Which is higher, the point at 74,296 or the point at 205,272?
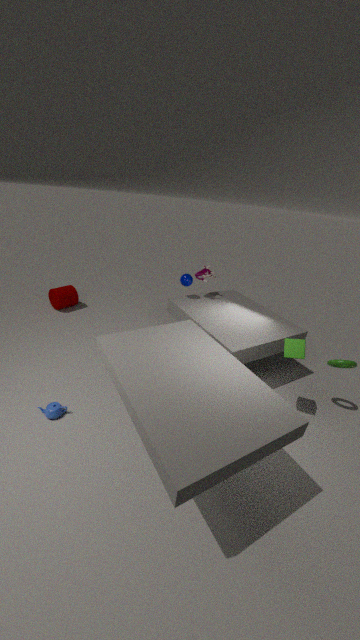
the point at 205,272
